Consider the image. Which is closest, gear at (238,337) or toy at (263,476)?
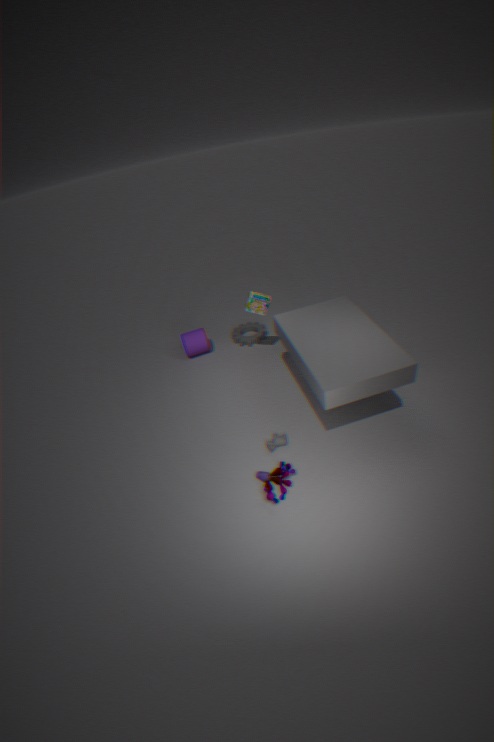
toy at (263,476)
